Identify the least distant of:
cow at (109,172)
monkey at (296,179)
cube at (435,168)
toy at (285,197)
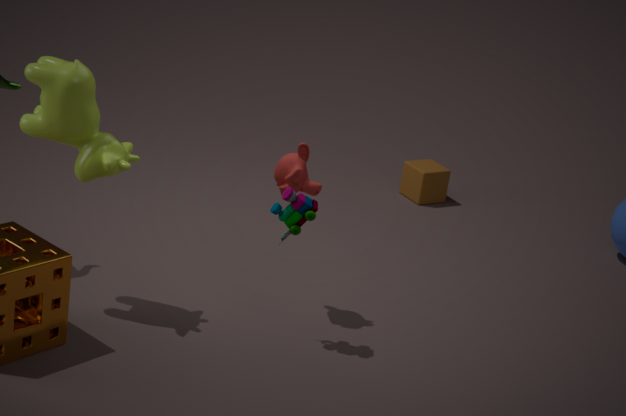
cow at (109,172)
